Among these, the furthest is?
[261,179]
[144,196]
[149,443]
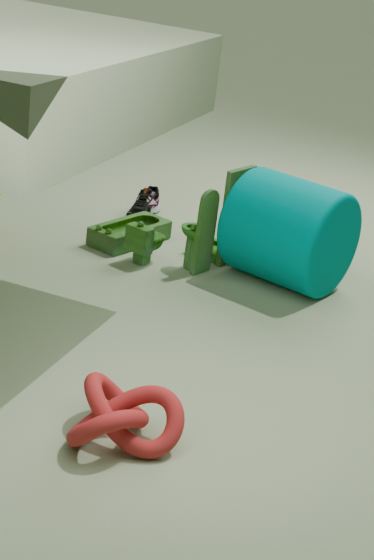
[144,196]
